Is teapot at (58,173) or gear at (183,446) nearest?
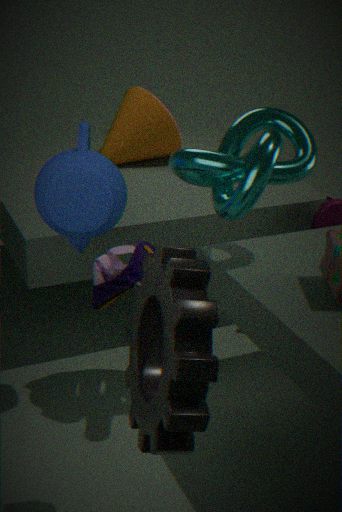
gear at (183,446)
